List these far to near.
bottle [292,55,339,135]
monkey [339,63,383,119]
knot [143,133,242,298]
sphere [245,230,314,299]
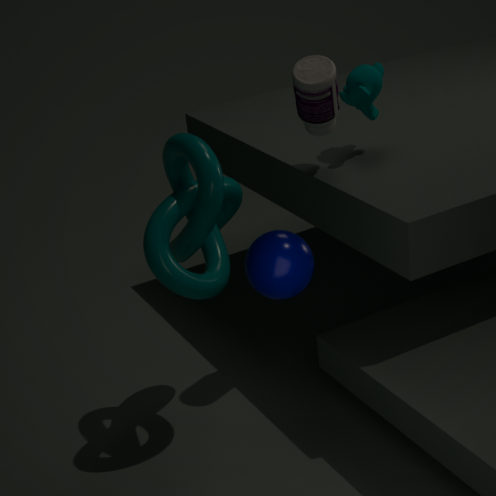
monkey [339,63,383,119] → bottle [292,55,339,135] → knot [143,133,242,298] → sphere [245,230,314,299]
